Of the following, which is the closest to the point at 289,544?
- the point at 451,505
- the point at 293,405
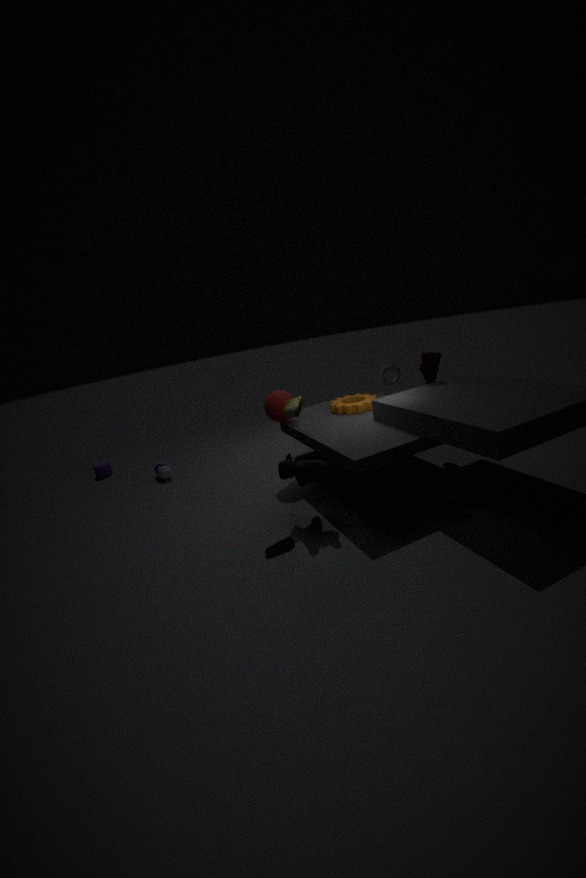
the point at 293,405
